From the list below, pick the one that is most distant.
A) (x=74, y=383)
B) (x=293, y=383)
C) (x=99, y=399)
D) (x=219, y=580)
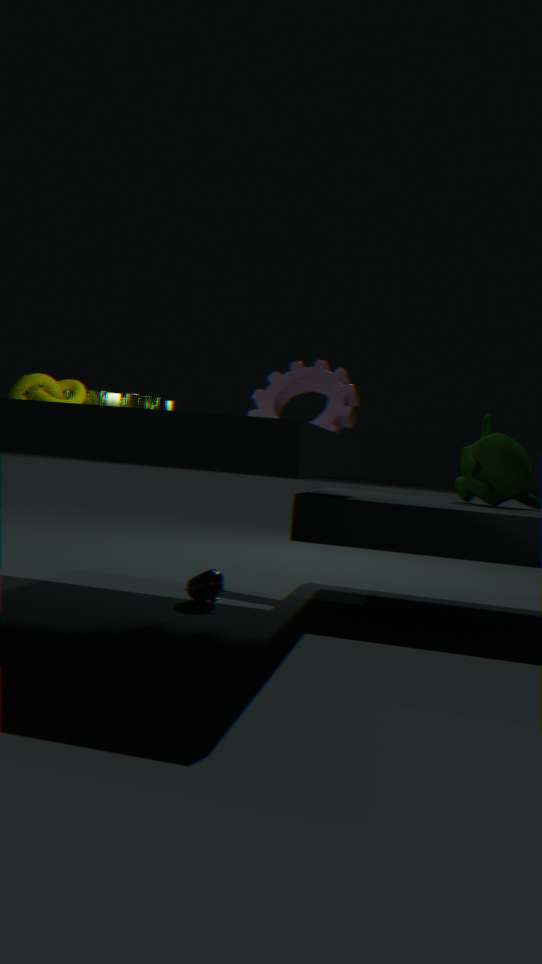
(x=293, y=383)
